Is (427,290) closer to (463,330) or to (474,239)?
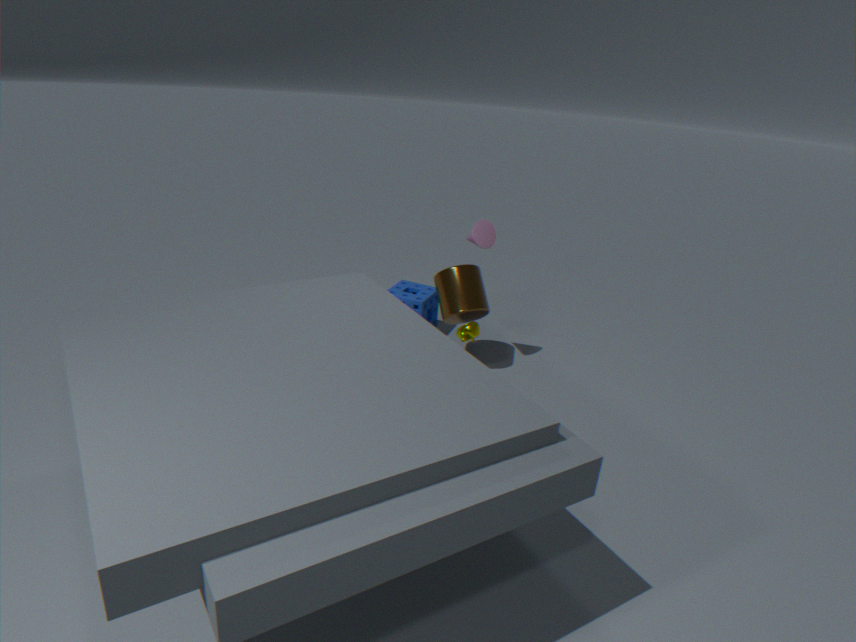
(474,239)
